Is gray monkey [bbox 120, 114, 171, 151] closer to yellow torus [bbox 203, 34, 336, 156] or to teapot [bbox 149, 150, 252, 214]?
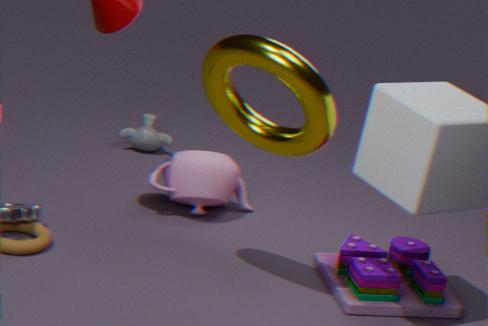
teapot [bbox 149, 150, 252, 214]
